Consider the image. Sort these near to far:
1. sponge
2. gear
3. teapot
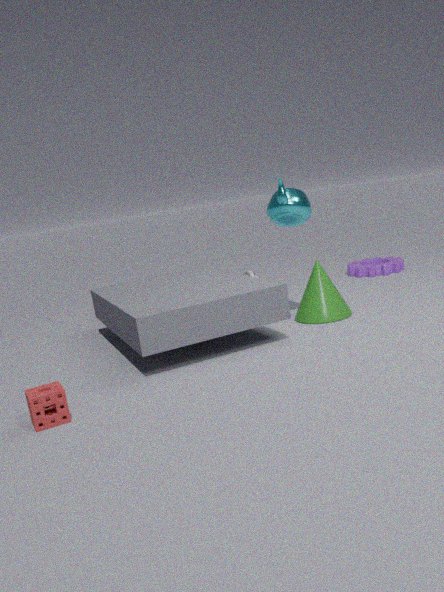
sponge, teapot, gear
